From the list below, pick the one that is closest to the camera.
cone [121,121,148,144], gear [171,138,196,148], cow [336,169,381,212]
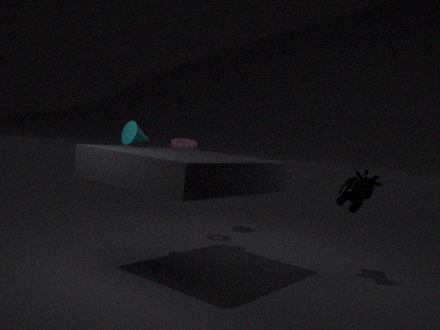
cow [336,169,381,212]
